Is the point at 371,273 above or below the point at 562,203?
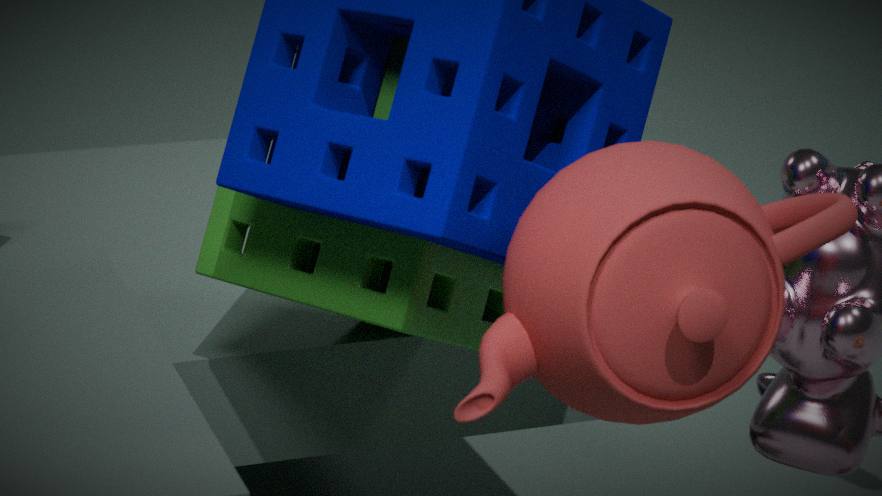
above
